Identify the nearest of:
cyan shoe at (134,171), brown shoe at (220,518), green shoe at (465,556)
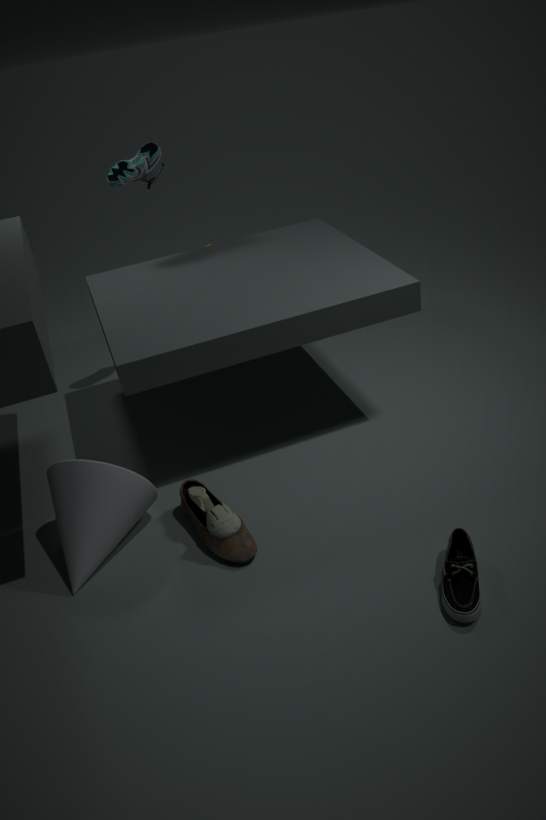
green shoe at (465,556)
